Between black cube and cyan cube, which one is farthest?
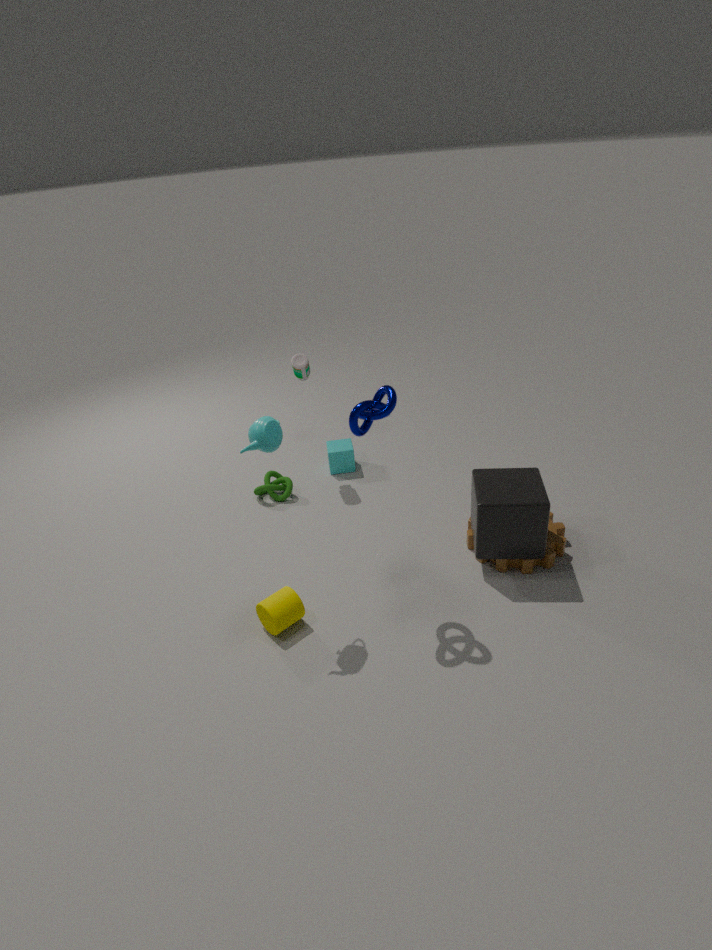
cyan cube
